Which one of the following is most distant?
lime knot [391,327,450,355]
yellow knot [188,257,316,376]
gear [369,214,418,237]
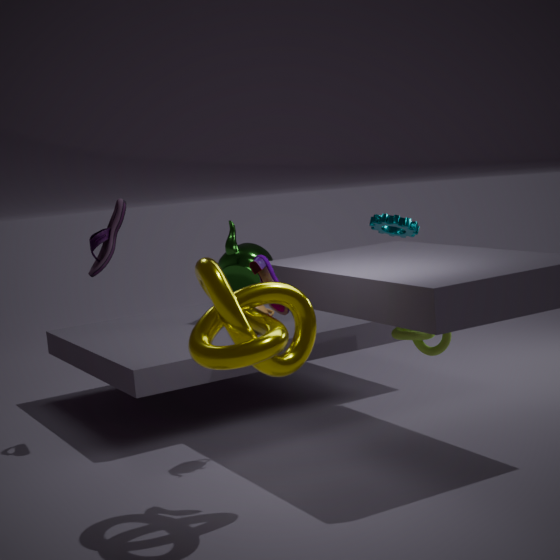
gear [369,214,418,237]
